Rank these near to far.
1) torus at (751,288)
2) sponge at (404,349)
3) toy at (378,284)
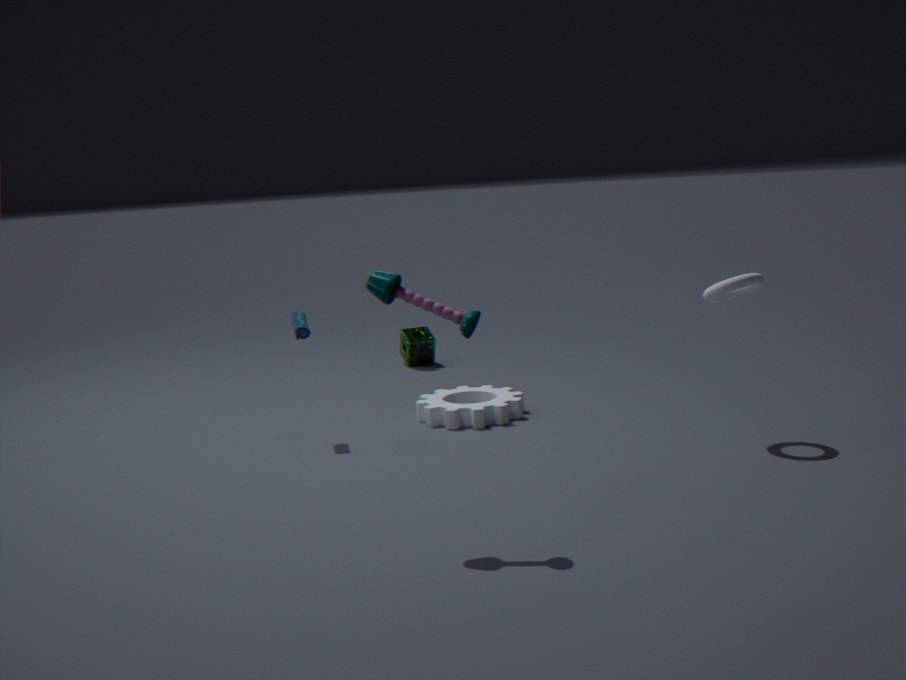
3. toy at (378,284), 1. torus at (751,288), 2. sponge at (404,349)
